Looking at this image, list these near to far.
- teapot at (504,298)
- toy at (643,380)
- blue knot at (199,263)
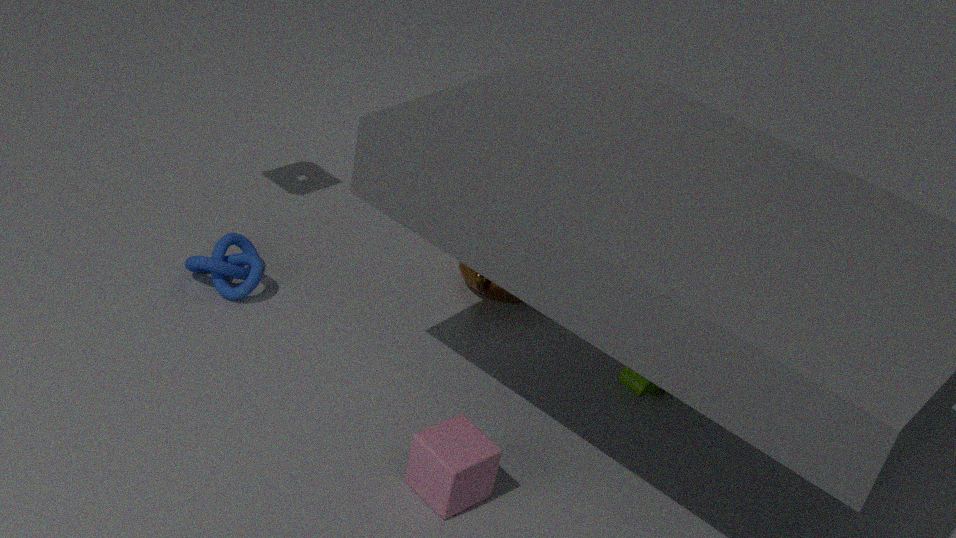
toy at (643,380)
blue knot at (199,263)
teapot at (504,298)
